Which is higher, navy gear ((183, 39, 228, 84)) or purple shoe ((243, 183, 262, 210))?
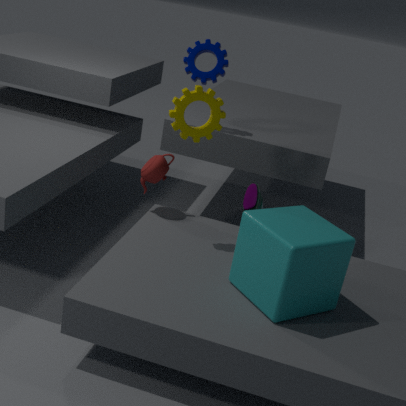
navy gear ((183, 39, 228, 84))
